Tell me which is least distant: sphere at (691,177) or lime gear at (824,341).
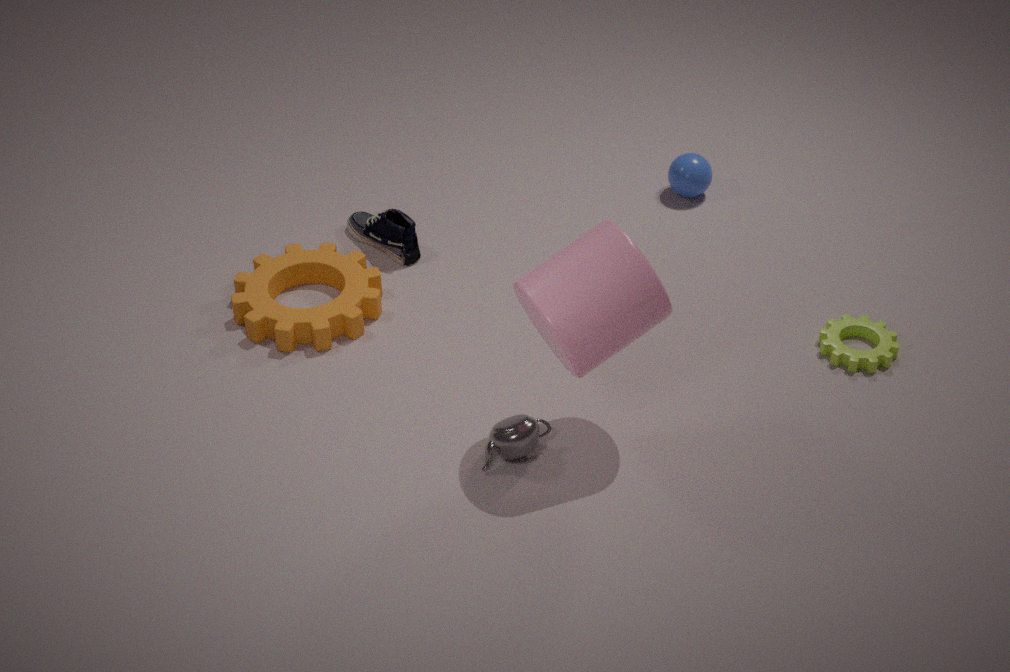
lime gear at (824,341)
